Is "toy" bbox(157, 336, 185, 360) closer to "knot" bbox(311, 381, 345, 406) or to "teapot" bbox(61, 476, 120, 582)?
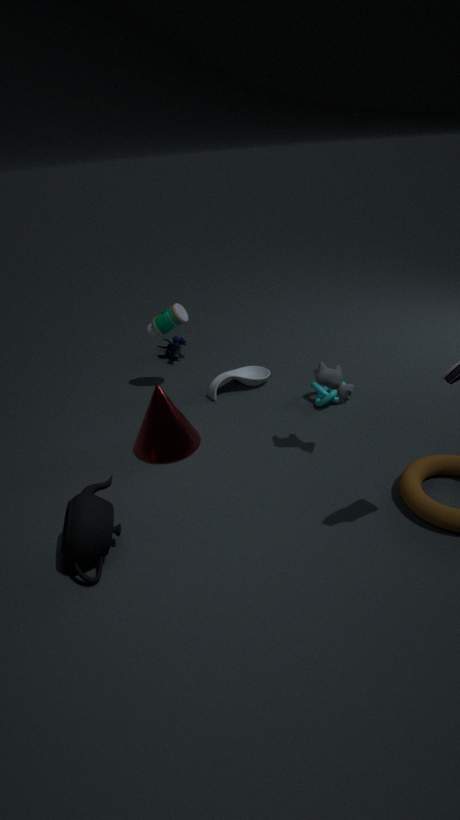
"knot" bbox(311, 381, 345, 406)
